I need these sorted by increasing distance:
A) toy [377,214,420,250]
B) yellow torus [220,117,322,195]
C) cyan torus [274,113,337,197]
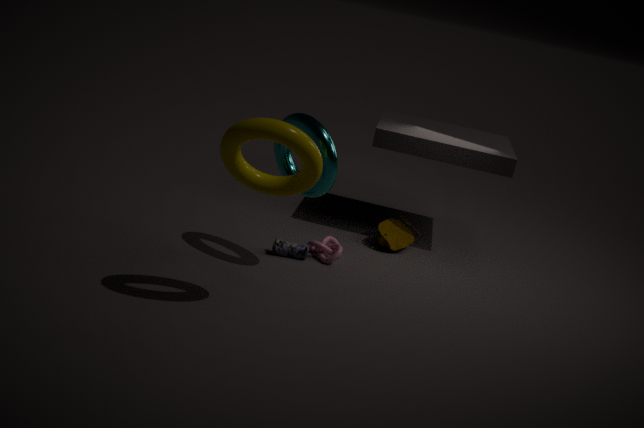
1. yellow torus [220,117,322,195]
2. cyan torus [274,113,337,197]
3. toy [377,214,420,250]
